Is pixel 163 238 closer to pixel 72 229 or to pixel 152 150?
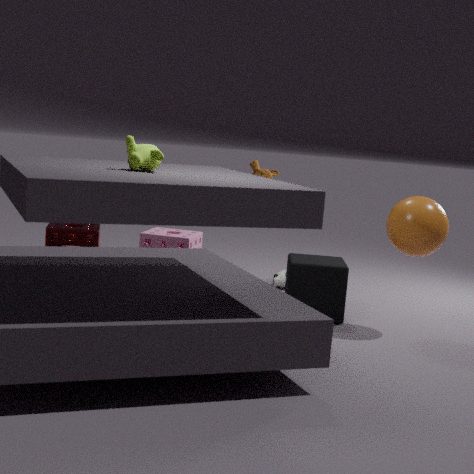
pixel 72 229
